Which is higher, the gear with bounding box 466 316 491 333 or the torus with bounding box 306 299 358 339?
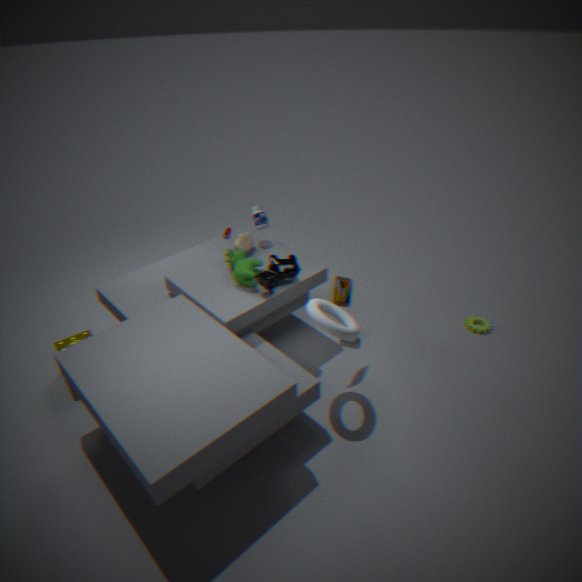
the torus with bounding box 306 299 358 339
